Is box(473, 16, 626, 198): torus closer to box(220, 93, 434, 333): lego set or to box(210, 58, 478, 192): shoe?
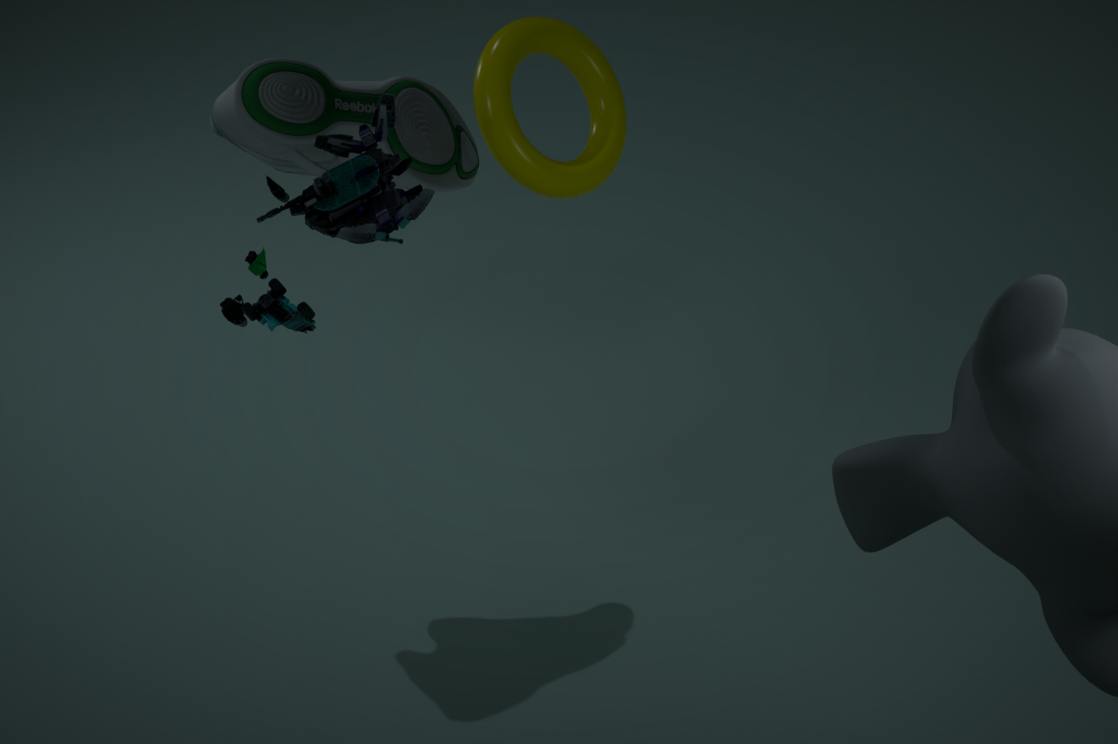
box(220, 93, 434, 333): lego set
